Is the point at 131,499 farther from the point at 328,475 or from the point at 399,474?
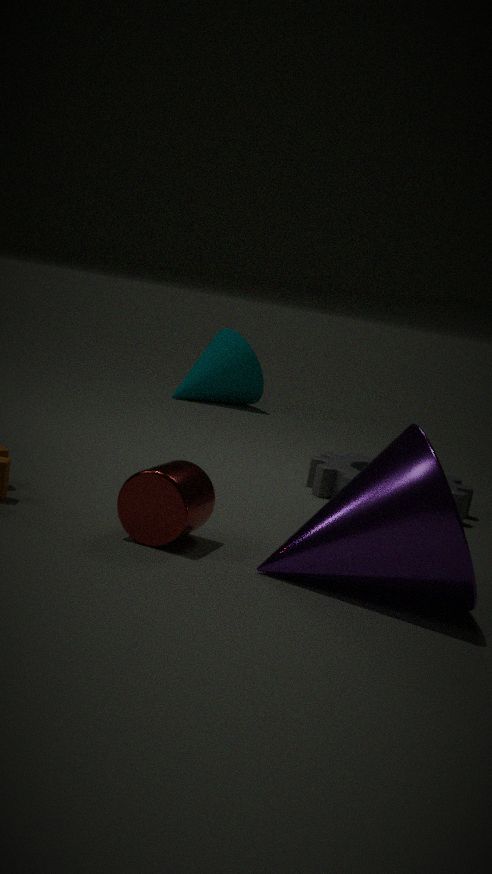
the point at 328,475
